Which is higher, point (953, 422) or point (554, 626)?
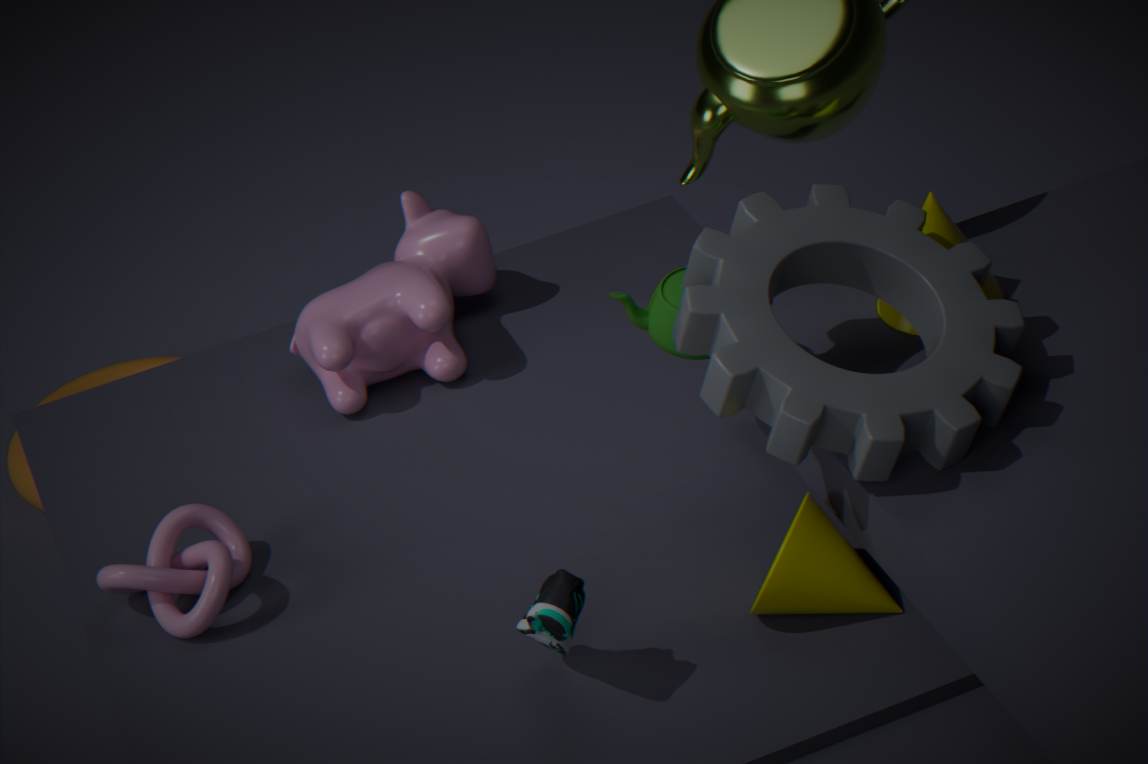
point (953, 422)
